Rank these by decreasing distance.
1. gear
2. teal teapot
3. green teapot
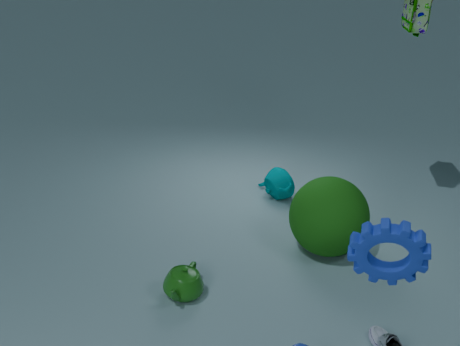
teal teapot
green teapot
gear
